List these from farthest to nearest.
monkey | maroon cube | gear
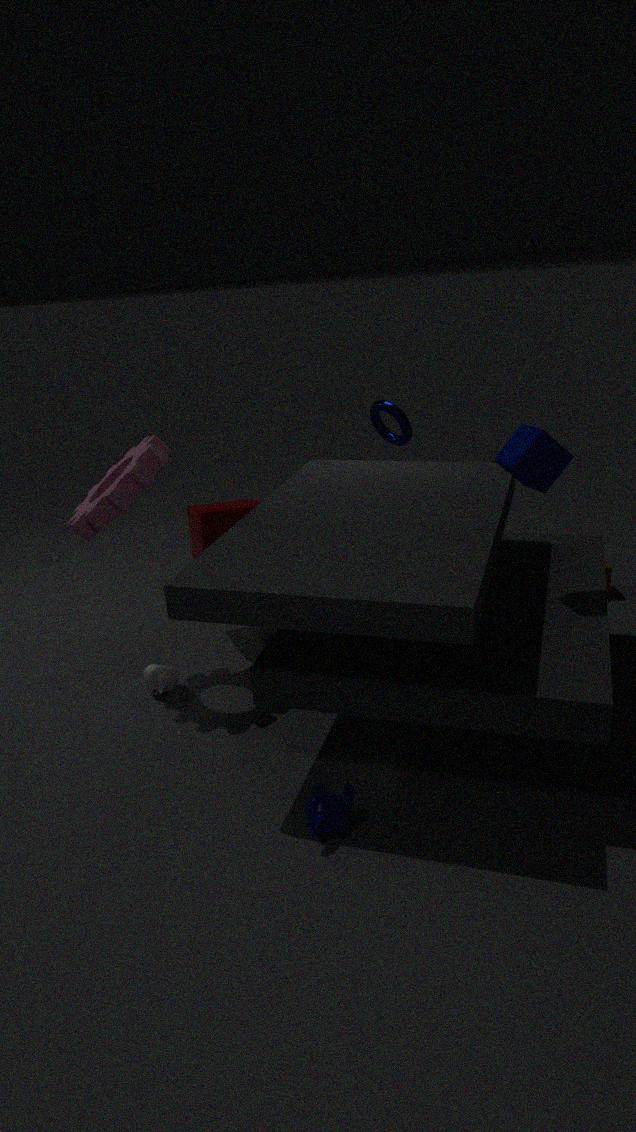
maroon cube → gear → monkey
